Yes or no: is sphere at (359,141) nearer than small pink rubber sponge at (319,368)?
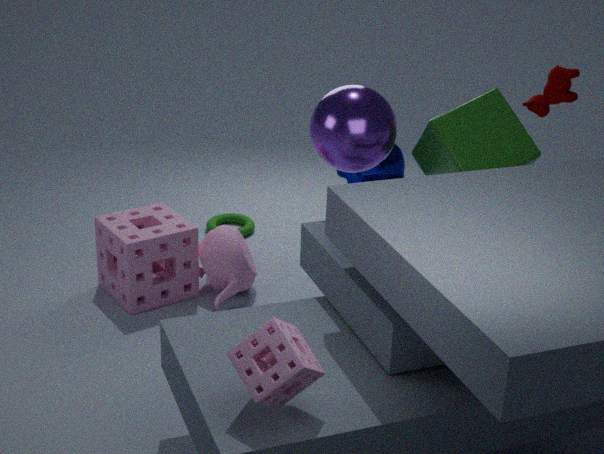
No
